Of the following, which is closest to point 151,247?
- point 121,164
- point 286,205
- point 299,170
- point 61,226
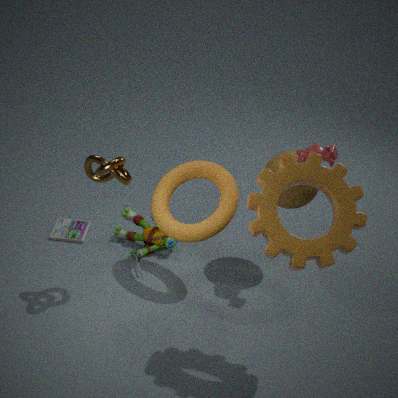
→ point 61,226
